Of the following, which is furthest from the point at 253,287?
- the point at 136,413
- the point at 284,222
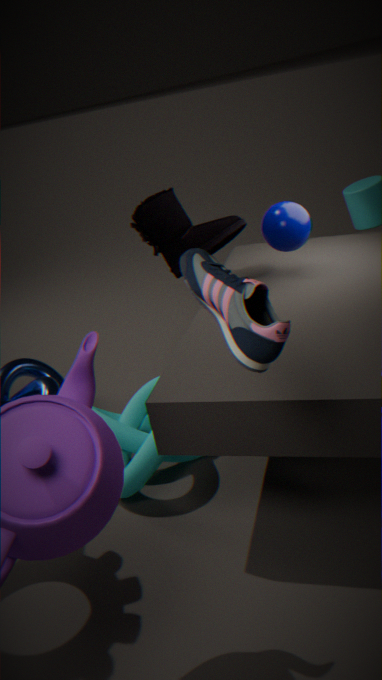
the point at 136,413
